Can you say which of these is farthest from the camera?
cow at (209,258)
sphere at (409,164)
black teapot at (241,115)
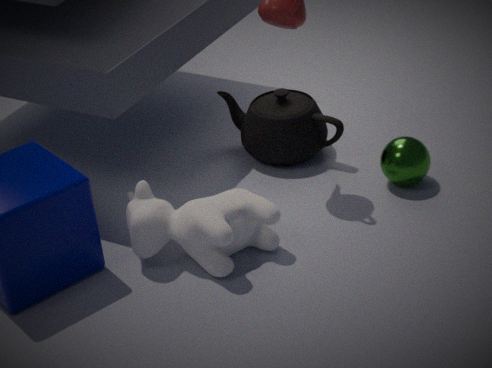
black teapot at (241,115)
